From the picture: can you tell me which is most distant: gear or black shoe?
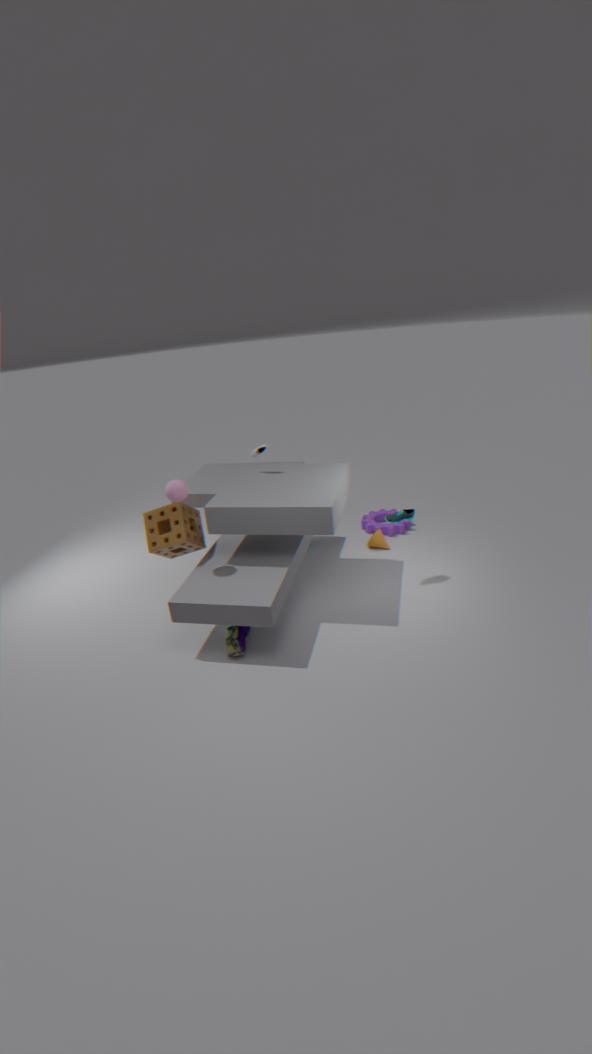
gear
